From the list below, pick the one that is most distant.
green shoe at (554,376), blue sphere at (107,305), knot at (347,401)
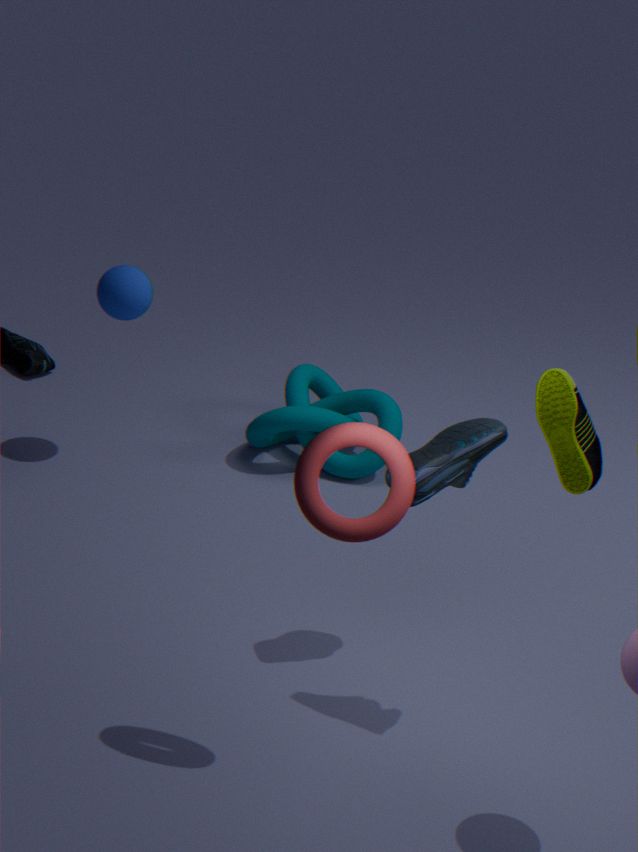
knot at (347,401)
